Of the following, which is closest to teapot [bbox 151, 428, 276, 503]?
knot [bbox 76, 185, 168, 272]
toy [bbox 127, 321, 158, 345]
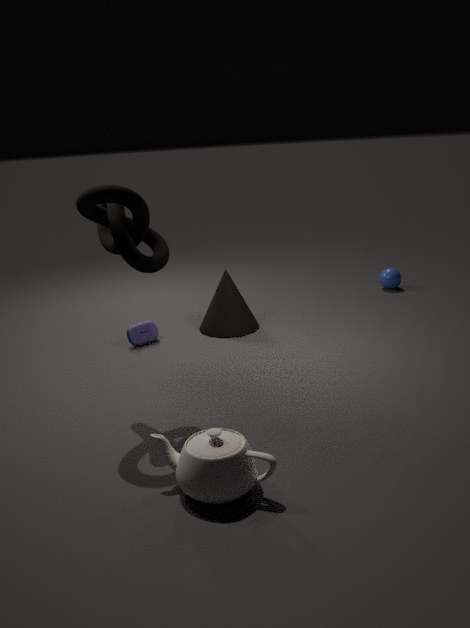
knot [bbox 76, 185, 168, 272]
